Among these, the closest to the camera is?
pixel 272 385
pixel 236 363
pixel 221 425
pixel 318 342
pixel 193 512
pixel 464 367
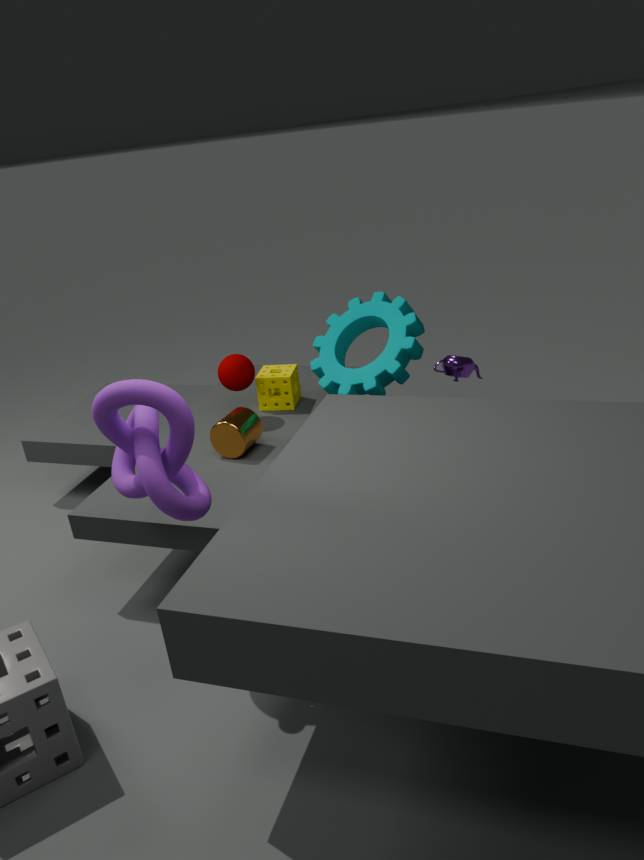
pixel 193 512
